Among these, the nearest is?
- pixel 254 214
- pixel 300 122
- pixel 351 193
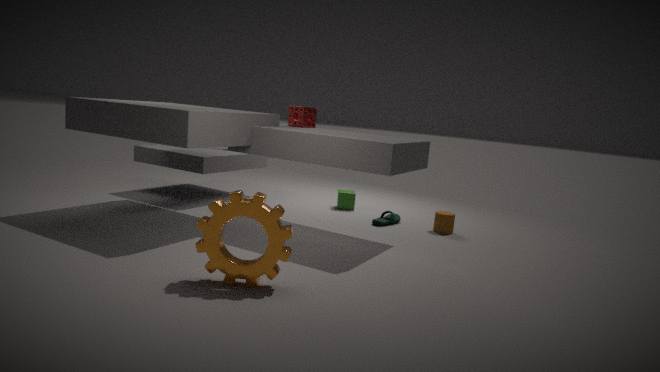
pixel 254 214
